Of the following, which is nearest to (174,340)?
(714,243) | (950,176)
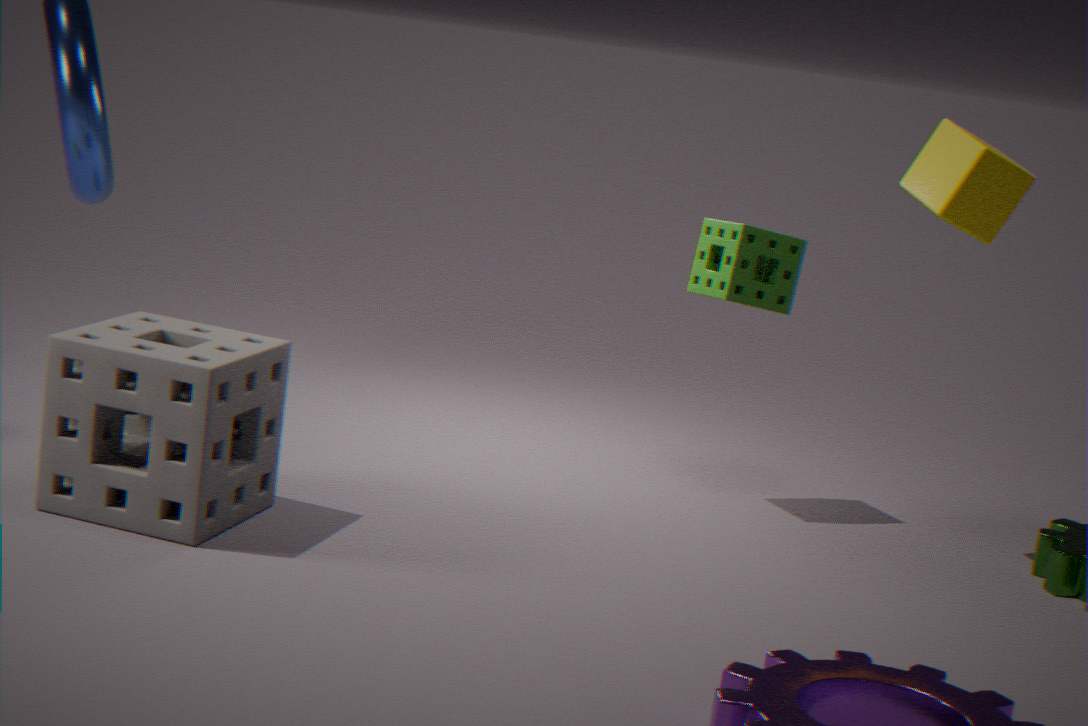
(714,243)
